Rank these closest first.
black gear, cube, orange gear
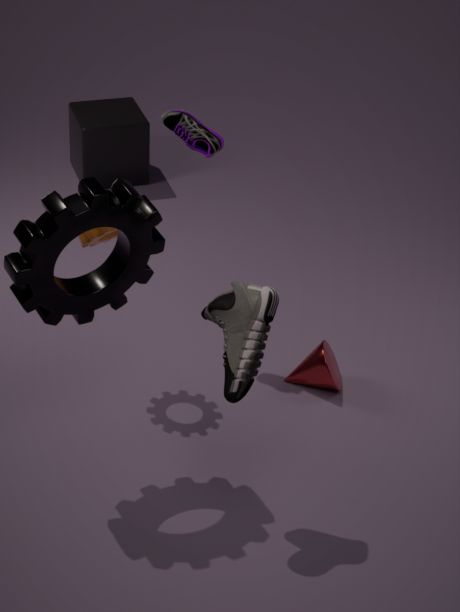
1. black gear
2. orange gear
3. cube
